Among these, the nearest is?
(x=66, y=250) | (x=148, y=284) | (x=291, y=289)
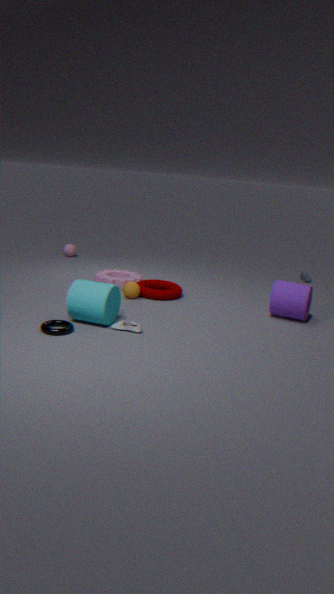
(x=291, y=289)
